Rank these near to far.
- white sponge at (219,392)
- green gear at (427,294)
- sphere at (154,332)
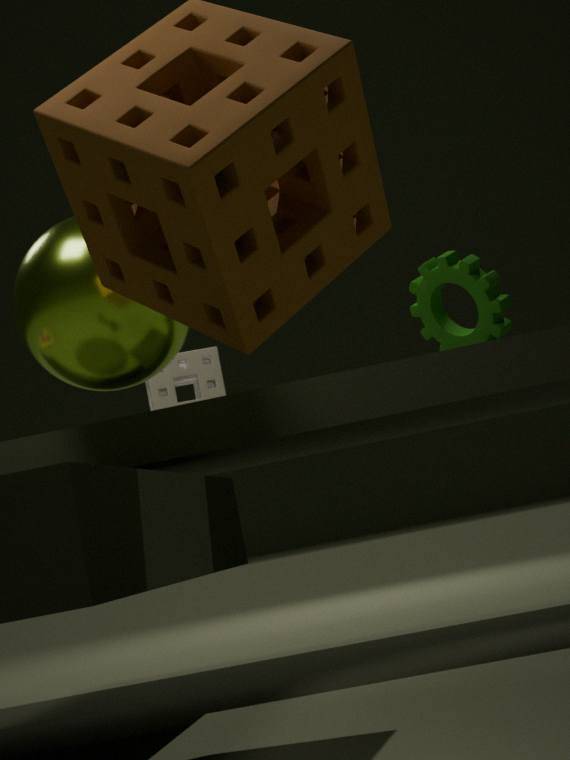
sphere at (154,332)
green gear at (427,294)
white sponge at (219,392)
